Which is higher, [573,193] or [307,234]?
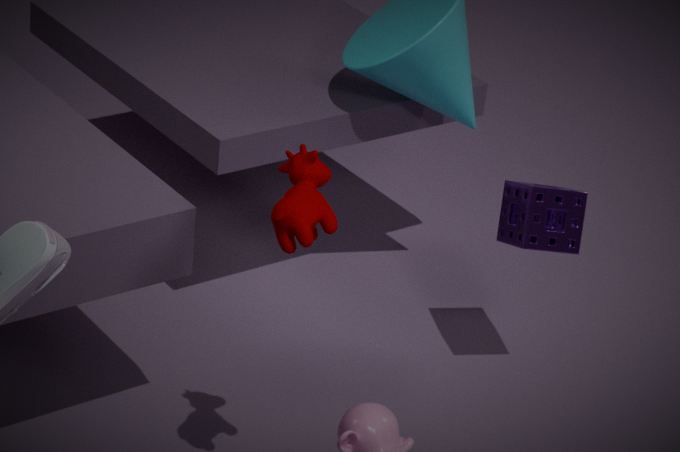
[307,234]
